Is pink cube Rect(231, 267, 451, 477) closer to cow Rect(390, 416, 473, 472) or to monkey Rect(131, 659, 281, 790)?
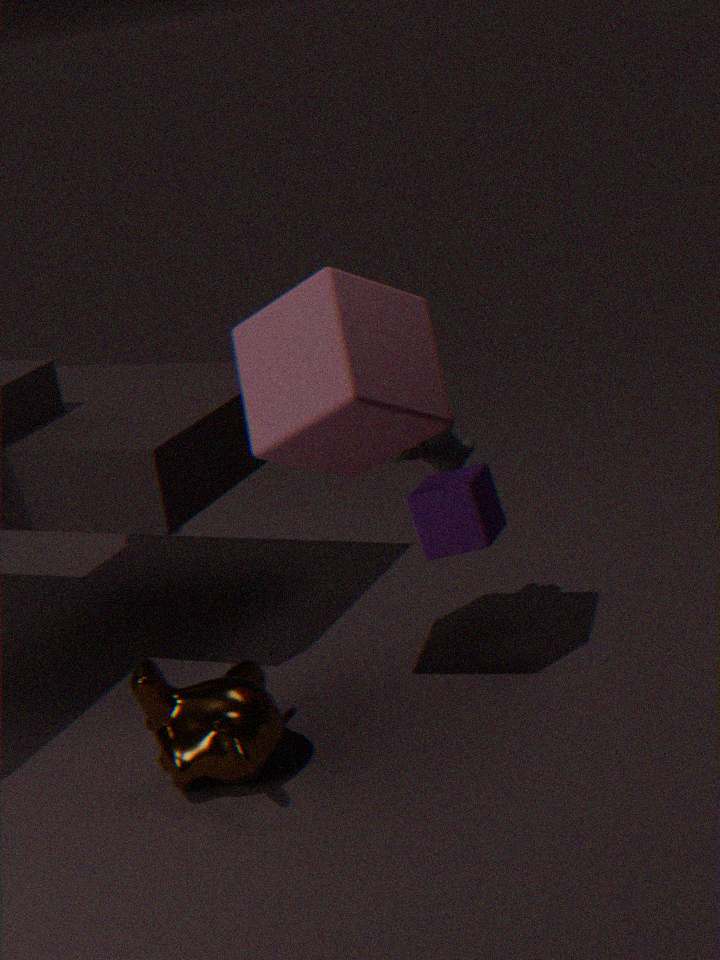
cow Rect(390, 416, 473, 472)
